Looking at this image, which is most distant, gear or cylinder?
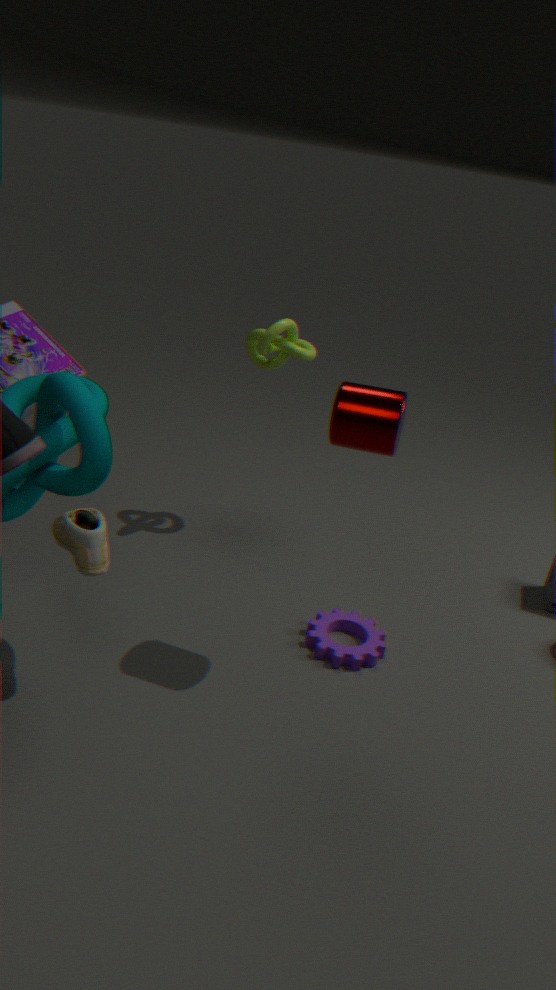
gear
